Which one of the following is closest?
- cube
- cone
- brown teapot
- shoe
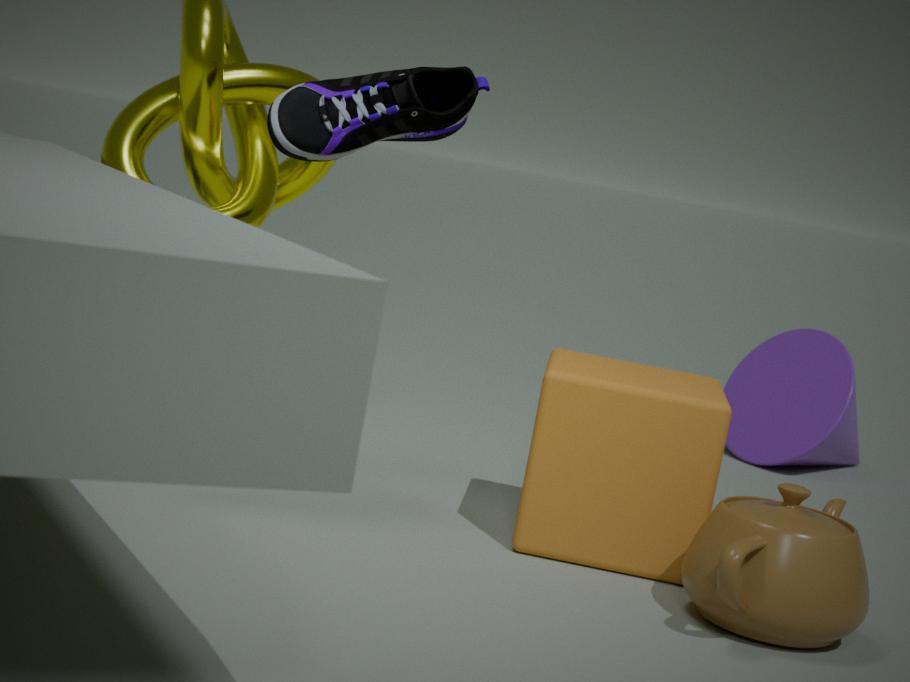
brown teapot
